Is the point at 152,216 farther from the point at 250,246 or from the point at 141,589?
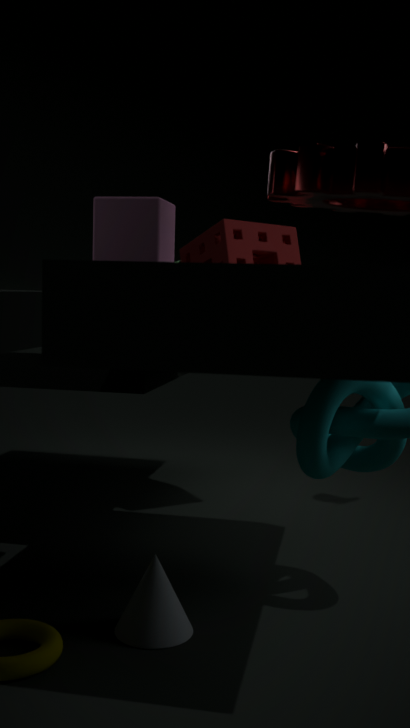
the point at 250,246
